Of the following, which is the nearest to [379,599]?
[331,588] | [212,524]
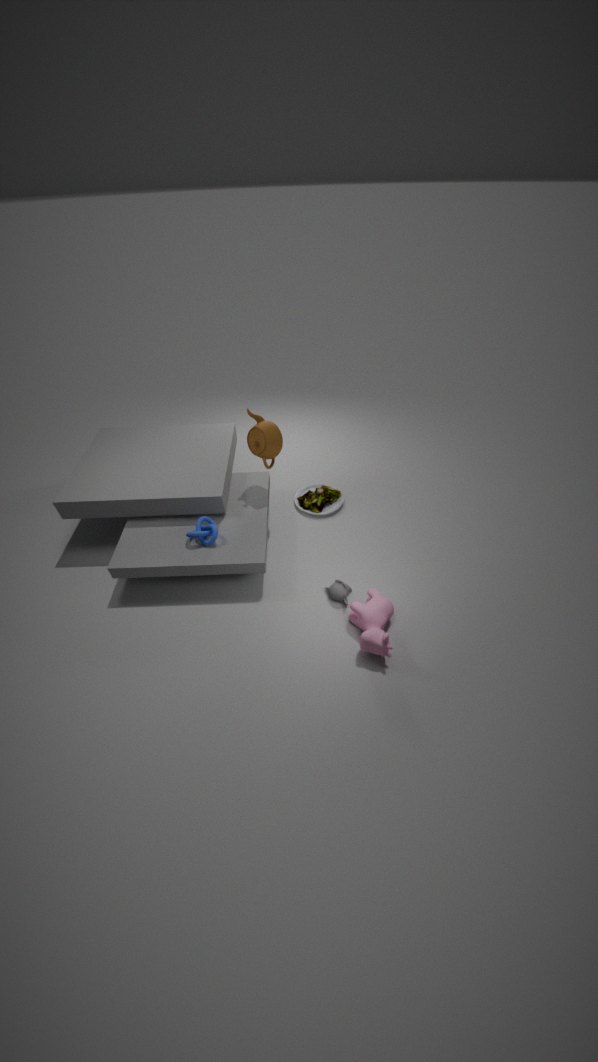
[331,588]
